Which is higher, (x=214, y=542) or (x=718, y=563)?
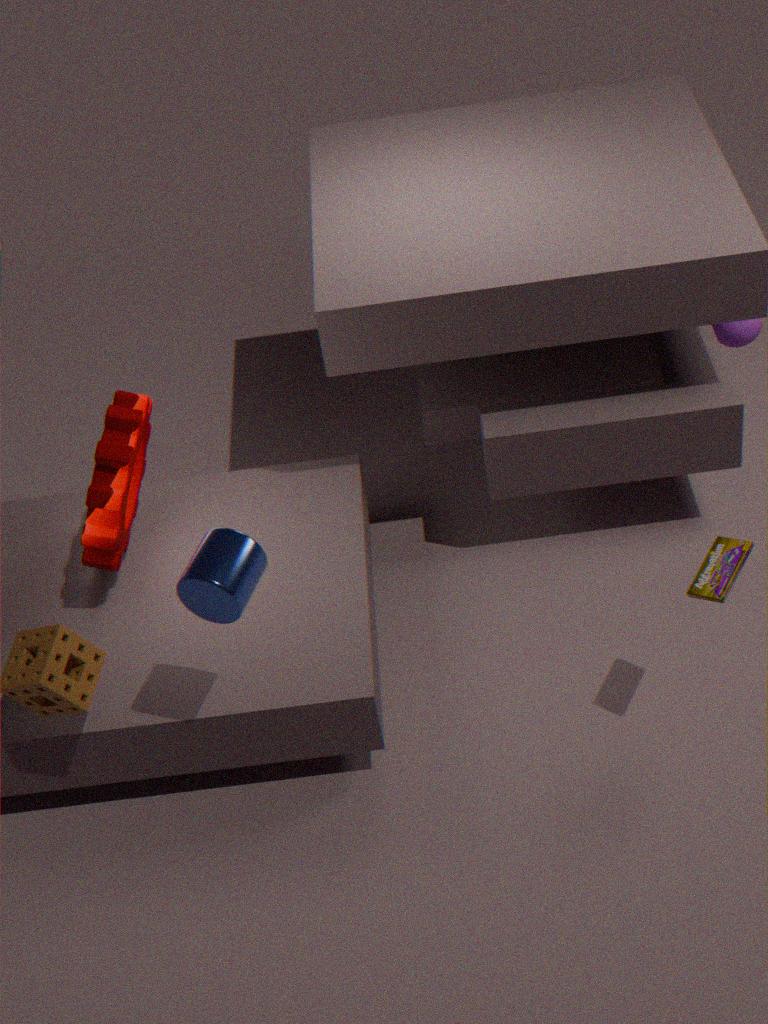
(x=214, y=542)
